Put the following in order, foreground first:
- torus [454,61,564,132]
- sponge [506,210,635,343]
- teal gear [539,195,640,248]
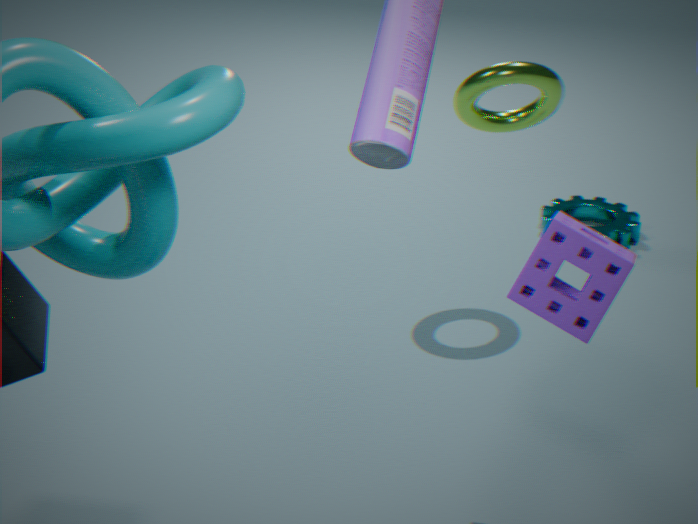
sponge [506,210,635,343] → torus [454,61,564,132] → teal gear [539,195,640,248]
